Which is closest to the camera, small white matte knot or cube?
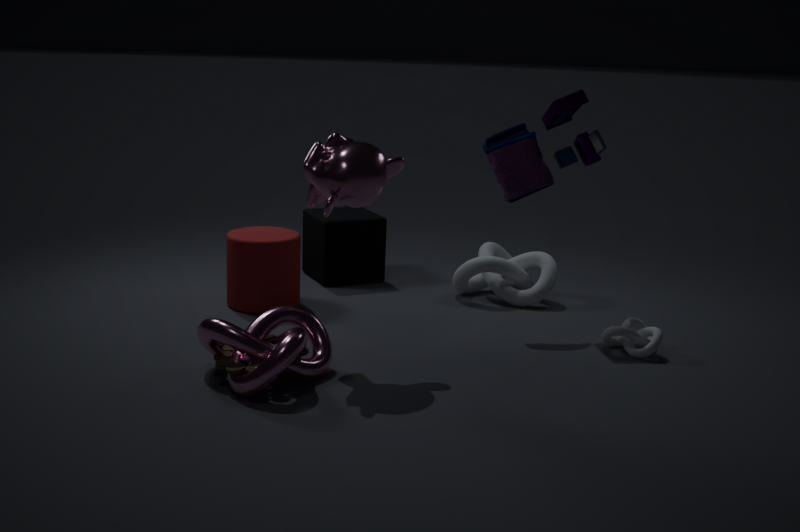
small white matte knot
